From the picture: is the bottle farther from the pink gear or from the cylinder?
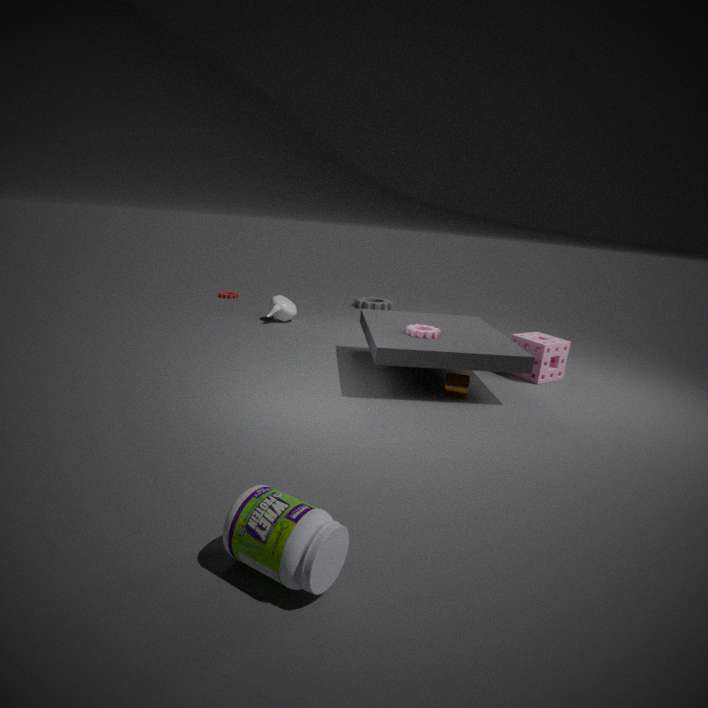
the pink gear
